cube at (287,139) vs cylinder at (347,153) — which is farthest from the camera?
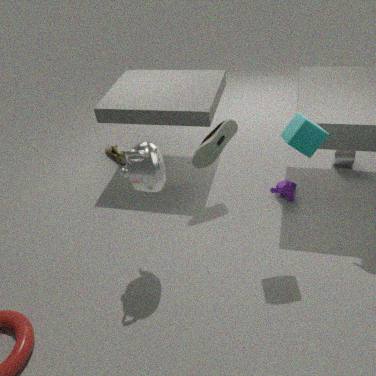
cylinder at (347,153)
